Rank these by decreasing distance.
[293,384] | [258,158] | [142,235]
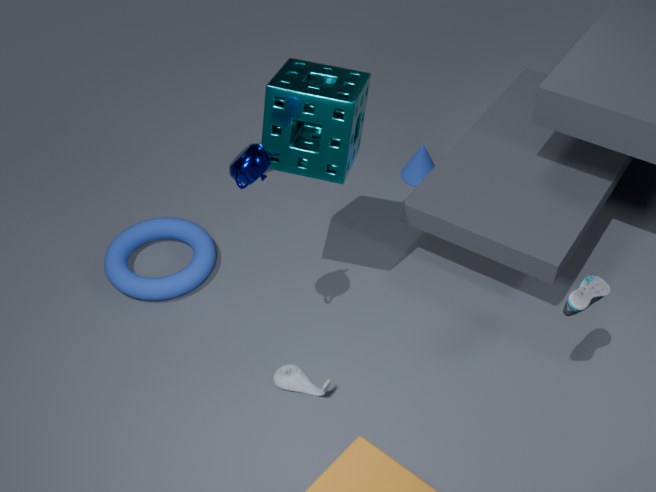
[142,235] < [293,384] < [258,158]
